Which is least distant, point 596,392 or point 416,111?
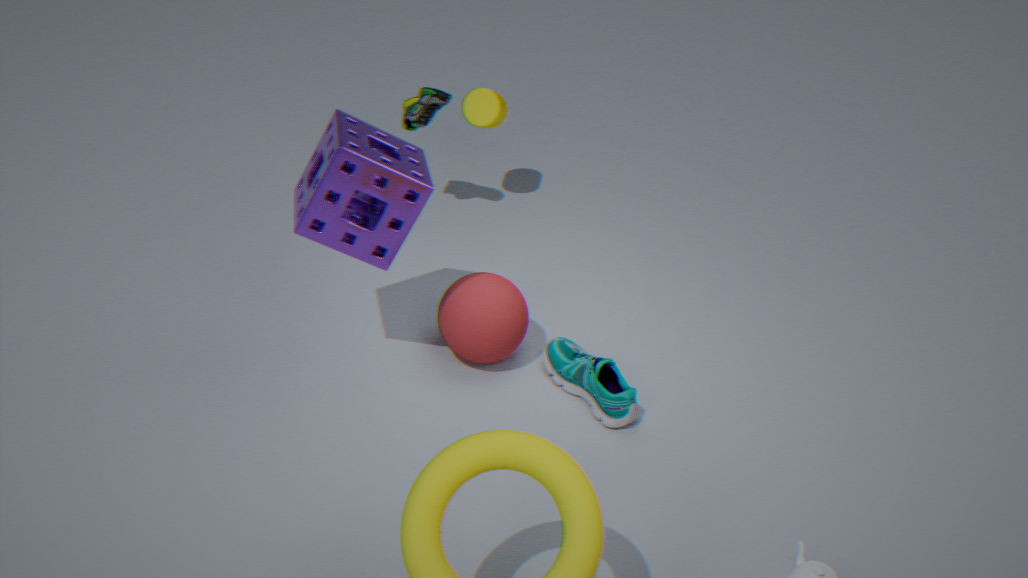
point 596,392
